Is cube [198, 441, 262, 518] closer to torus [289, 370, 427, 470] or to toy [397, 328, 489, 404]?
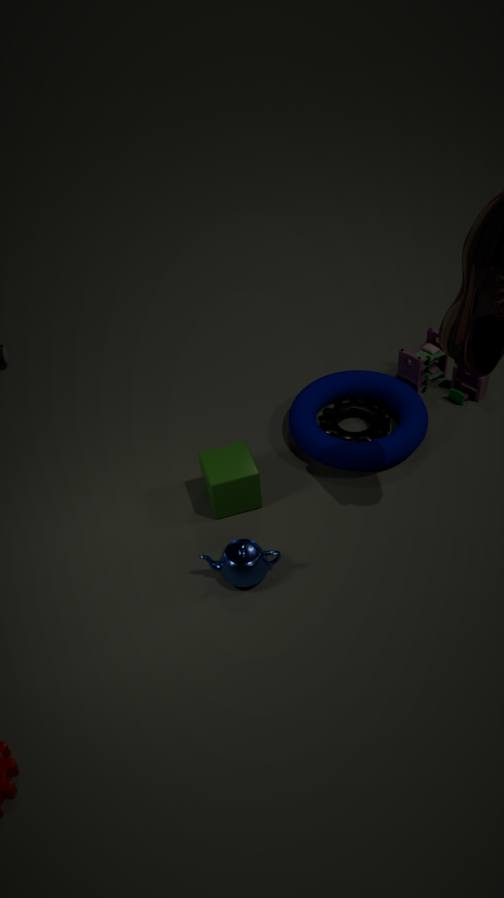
torus [289, 370, 427, 470]
